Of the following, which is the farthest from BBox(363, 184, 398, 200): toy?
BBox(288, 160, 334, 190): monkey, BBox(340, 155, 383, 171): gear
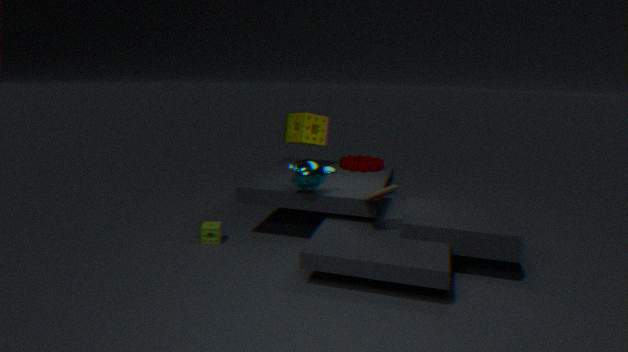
BBox(340, 155, 383, 171): gear
